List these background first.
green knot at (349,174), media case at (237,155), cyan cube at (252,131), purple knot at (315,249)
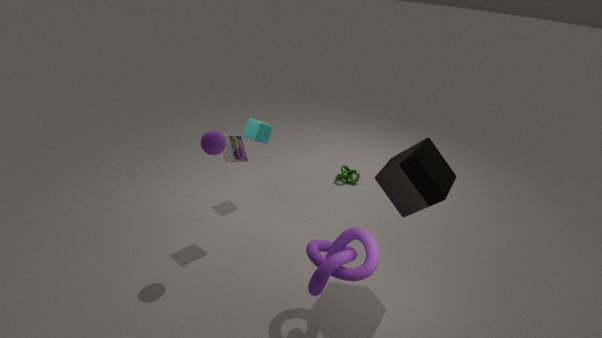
green knot at (349,174)
cyan cube at (252,131)
media case at (237,155)
purple knot at (315,249)
